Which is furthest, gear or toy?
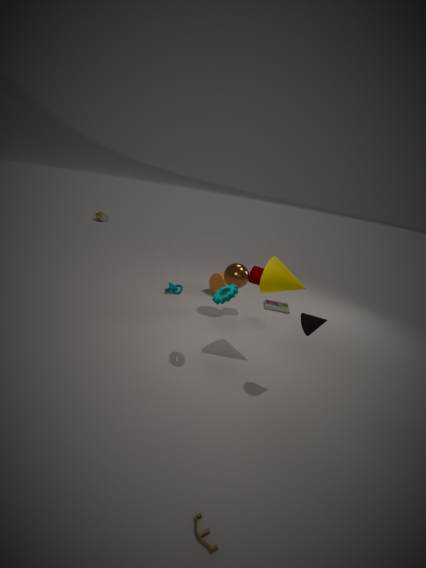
gear
